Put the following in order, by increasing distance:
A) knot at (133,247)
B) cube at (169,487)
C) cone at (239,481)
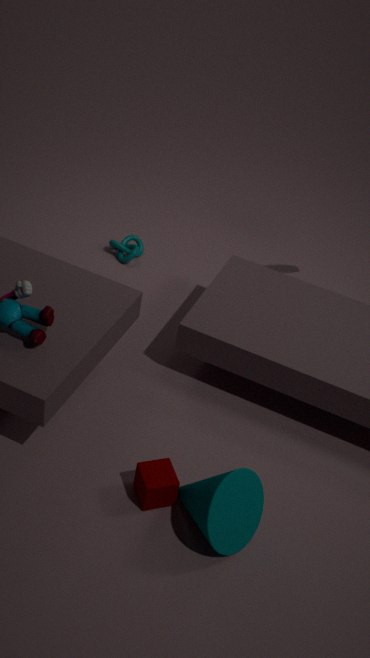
cone at (239,481) → cube at (169,487) → knot at (133,247)
